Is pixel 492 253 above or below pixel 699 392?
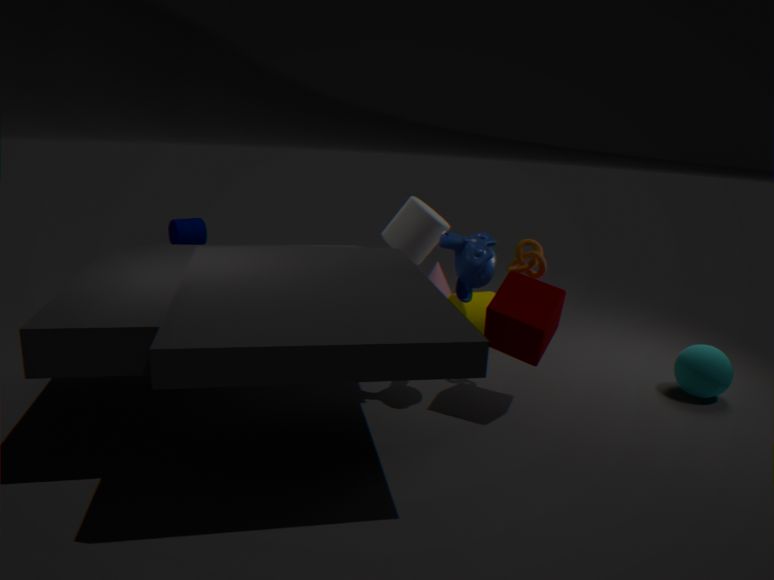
above
